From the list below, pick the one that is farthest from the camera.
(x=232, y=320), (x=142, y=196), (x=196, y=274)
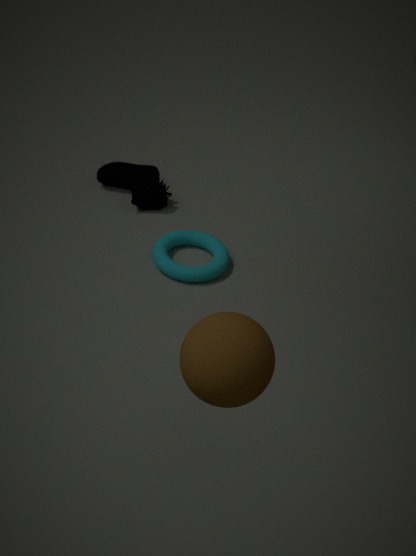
(x=142, y=196)
